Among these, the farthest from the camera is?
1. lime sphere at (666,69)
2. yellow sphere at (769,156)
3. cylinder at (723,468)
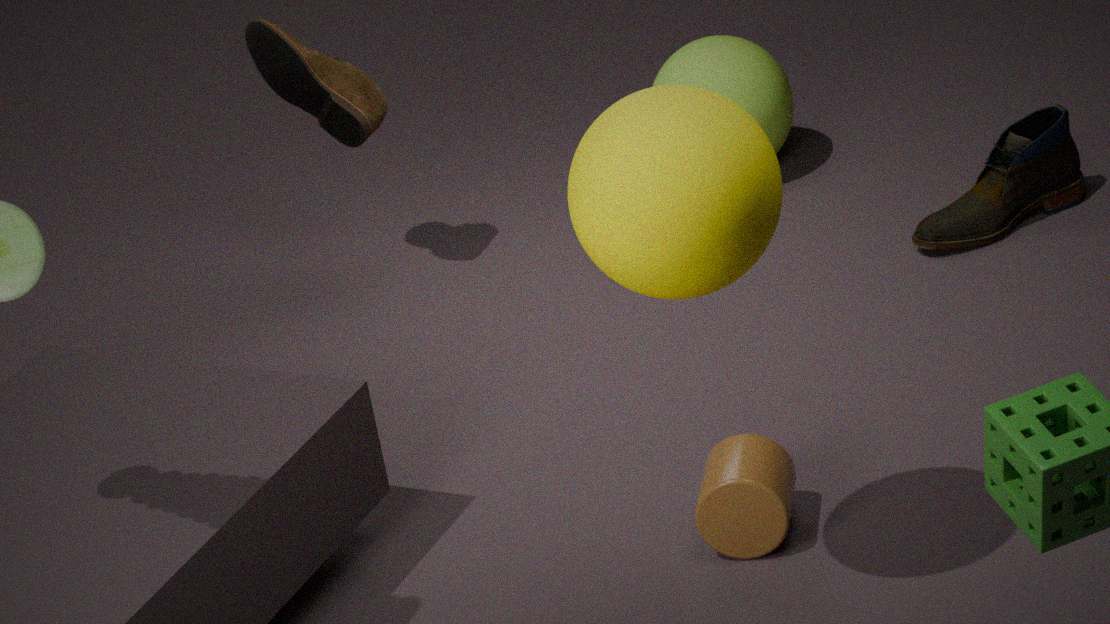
lime sphere at (666,69)
